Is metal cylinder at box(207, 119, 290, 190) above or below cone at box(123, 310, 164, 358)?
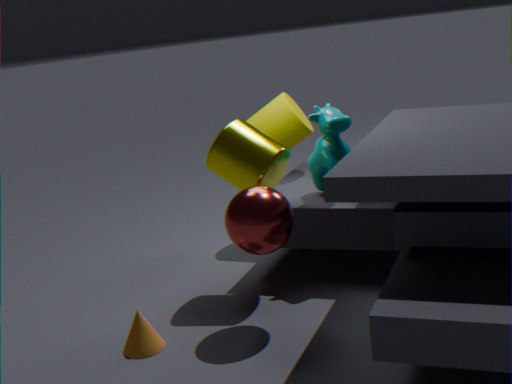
above
